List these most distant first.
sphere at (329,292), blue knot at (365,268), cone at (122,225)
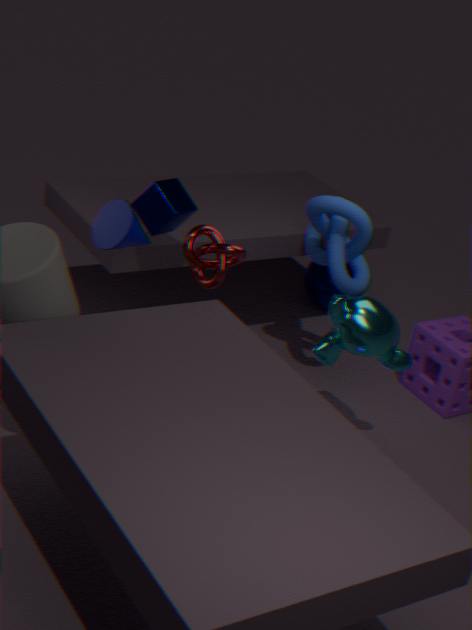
sphere at (329,292)
blue knot at (365,268)
cone at (122,225)
